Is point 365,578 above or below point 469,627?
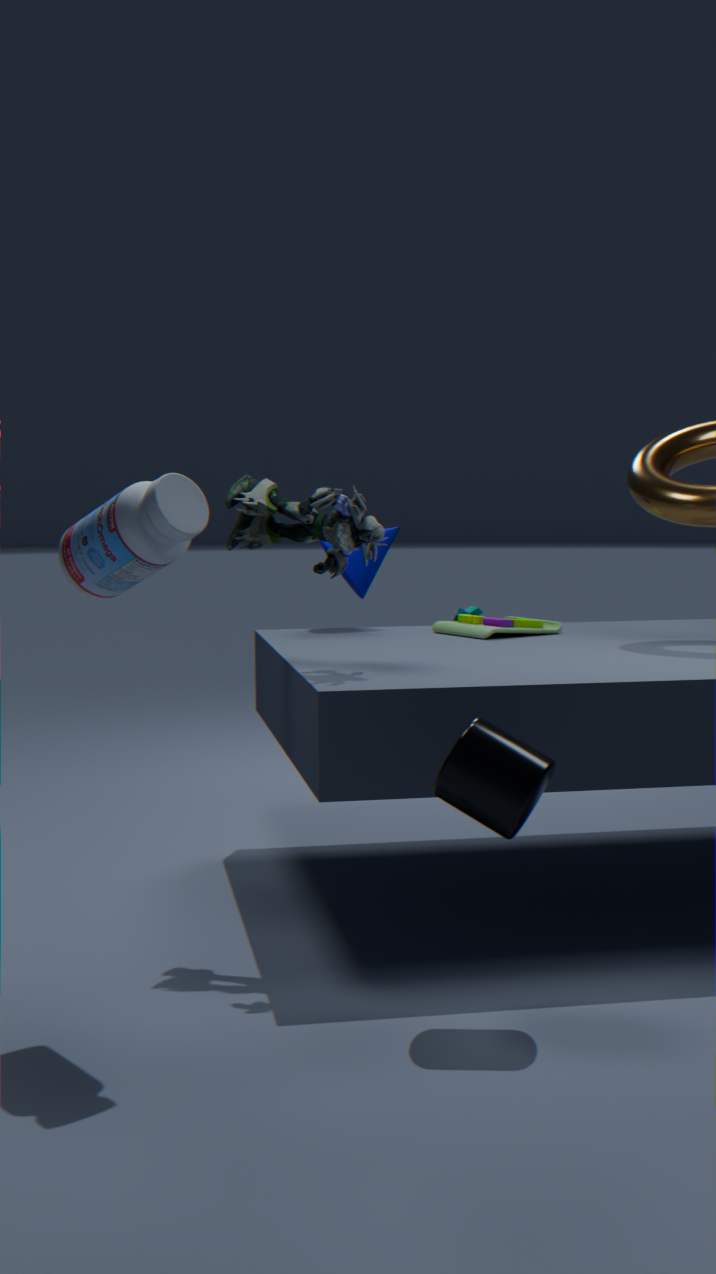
above
